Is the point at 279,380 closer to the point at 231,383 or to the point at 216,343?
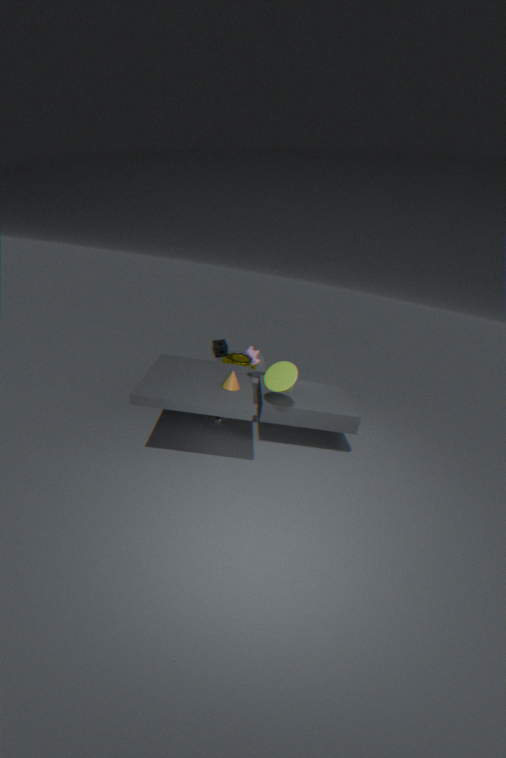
the point at 231,383
